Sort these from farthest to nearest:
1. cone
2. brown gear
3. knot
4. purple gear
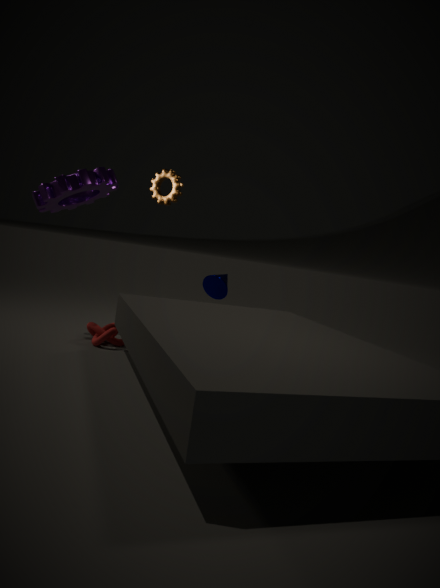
cone
brown gear
purple gear
knot
